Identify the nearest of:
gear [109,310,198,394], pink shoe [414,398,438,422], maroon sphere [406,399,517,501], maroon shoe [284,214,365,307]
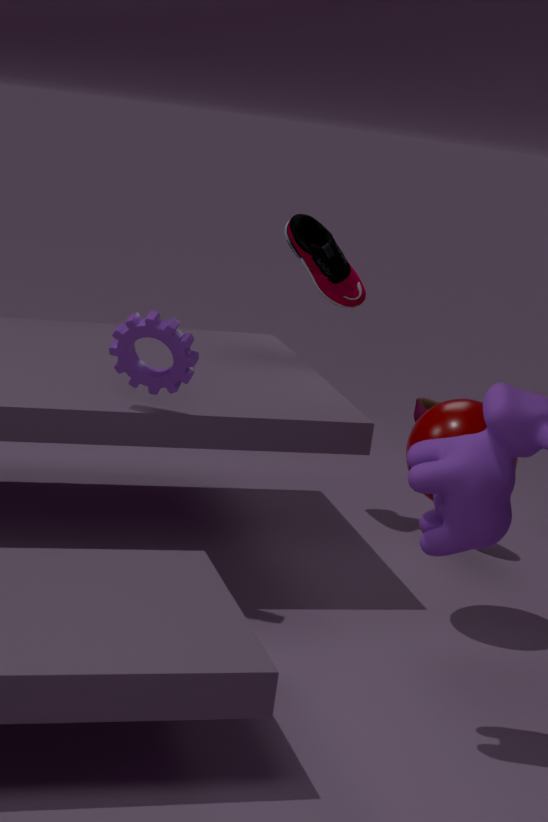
gear [109,310,198,394]
